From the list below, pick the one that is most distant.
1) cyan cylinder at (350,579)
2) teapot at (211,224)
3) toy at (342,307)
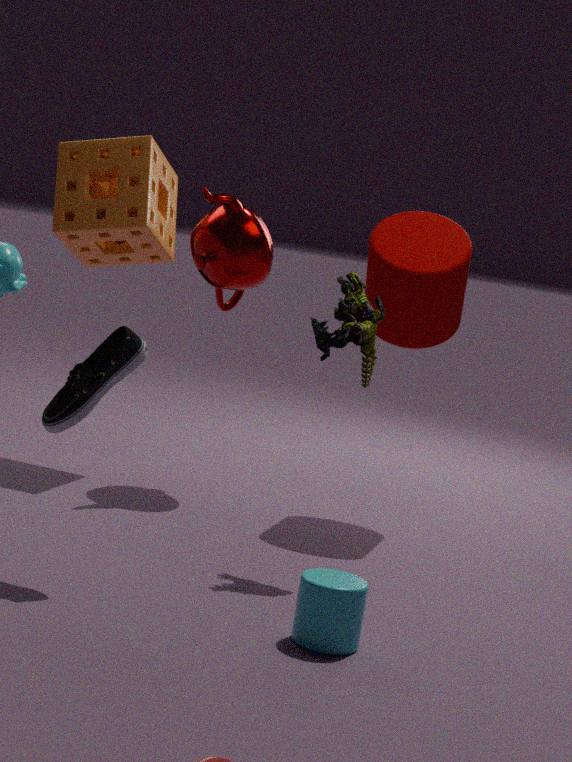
2. teapot at (211,224)
